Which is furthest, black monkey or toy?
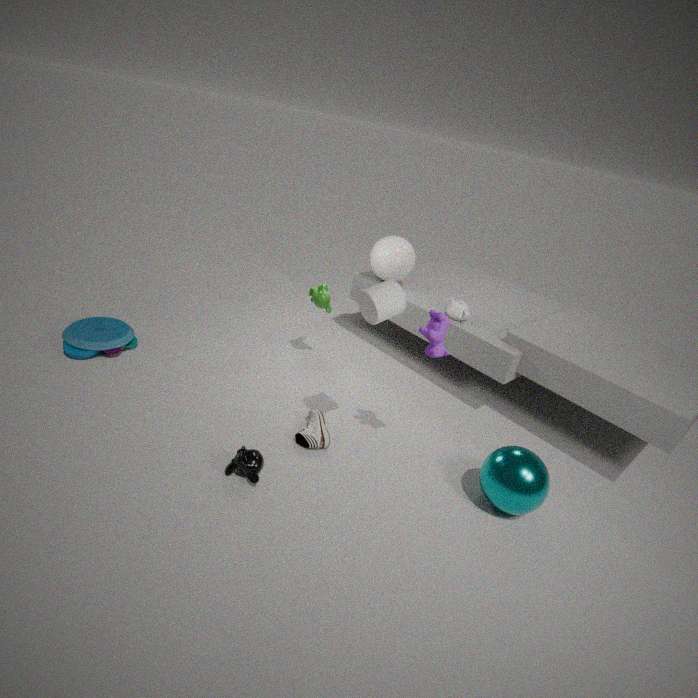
toy
